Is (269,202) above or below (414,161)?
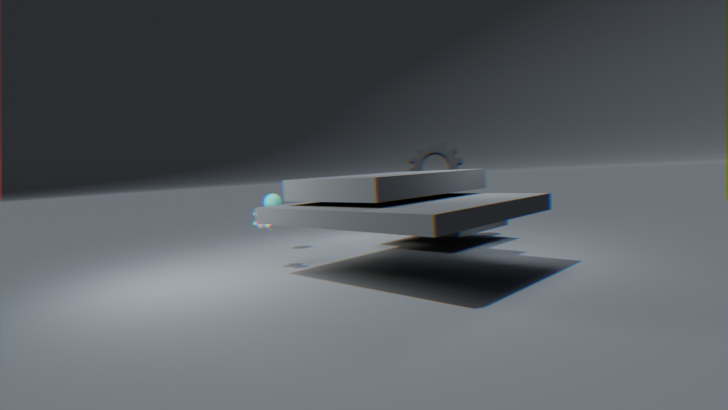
below
